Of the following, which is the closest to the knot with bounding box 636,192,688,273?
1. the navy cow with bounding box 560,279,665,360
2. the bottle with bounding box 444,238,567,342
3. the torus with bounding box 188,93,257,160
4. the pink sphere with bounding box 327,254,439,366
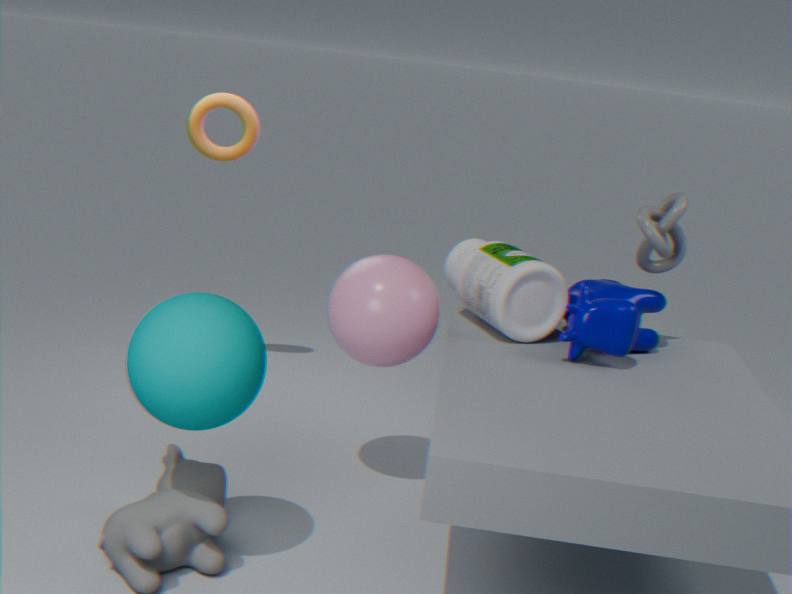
the navy cow with bounding box 560,279,665,360
